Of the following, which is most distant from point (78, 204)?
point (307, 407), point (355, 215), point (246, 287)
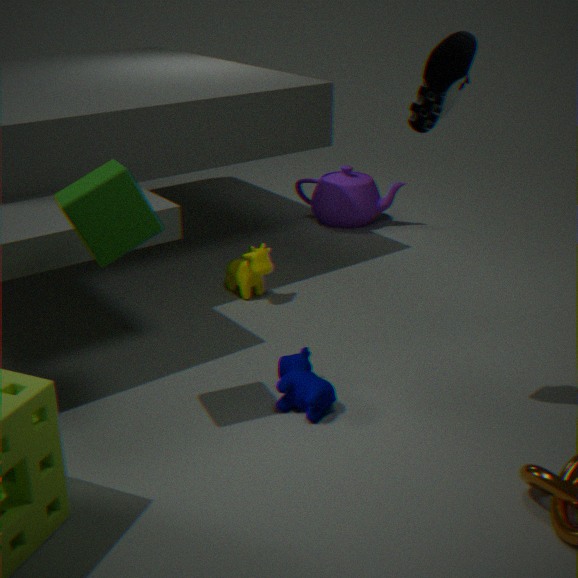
point (355, 215)
